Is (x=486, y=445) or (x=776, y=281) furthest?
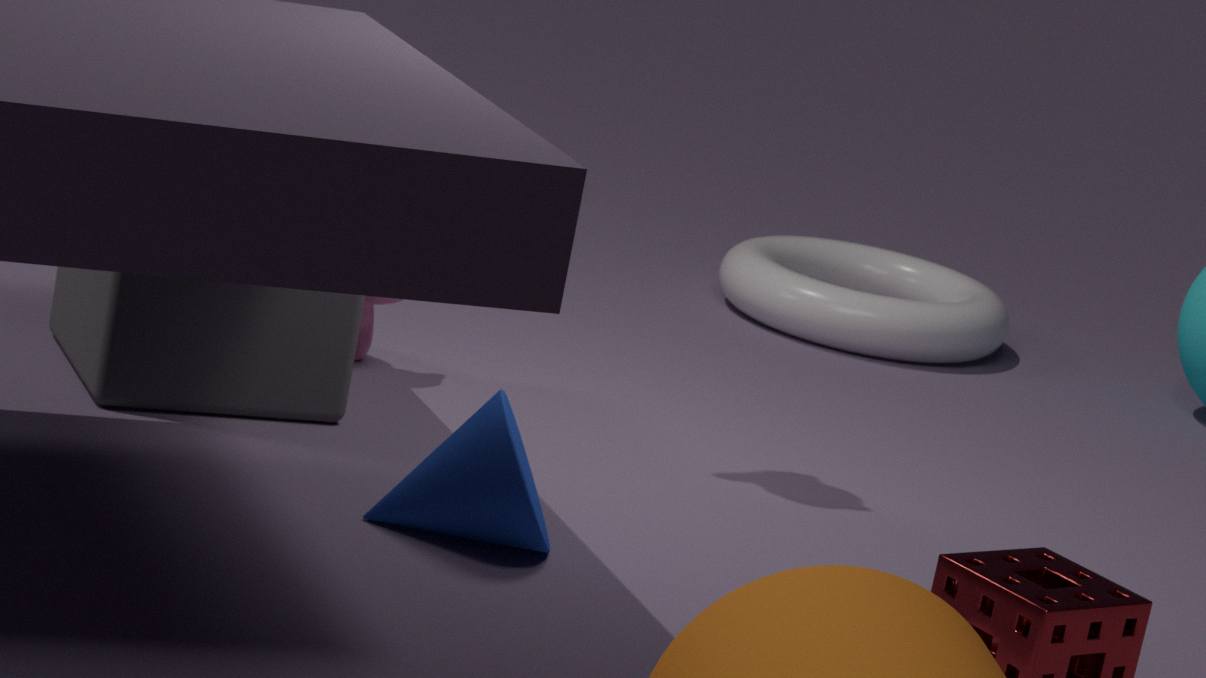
(x=776, y=281)
